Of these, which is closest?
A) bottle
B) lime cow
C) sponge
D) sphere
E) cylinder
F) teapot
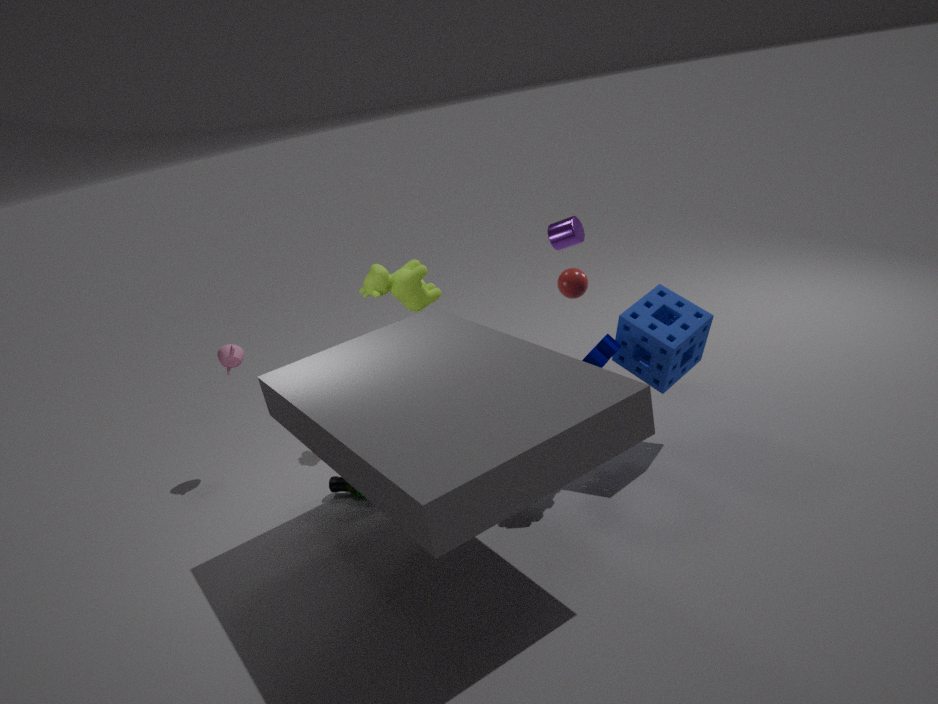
sponge
